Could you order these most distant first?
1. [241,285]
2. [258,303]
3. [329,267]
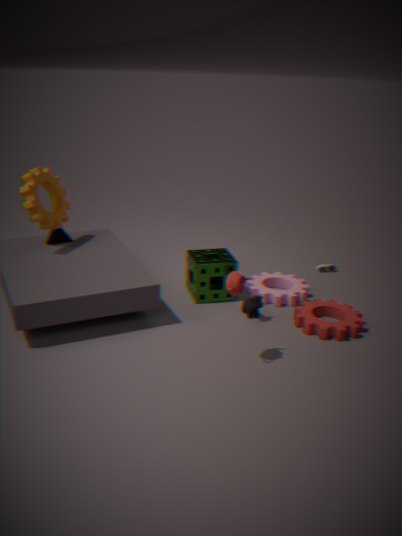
[329,267], [258,303], [241,285]
